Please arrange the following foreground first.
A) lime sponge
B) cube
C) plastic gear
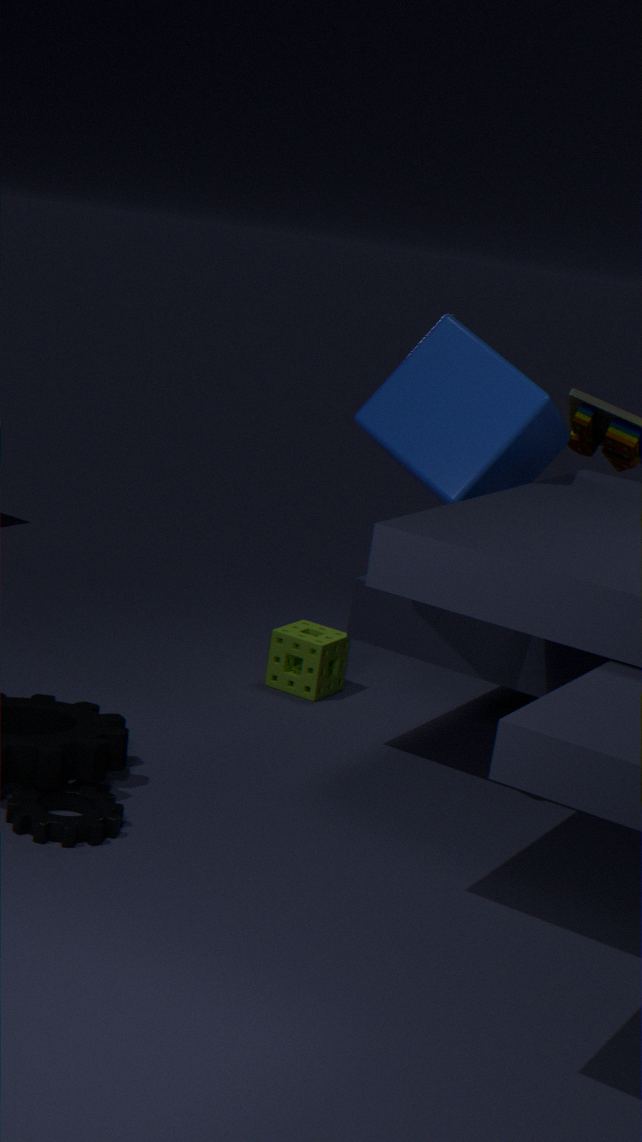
1. plastic gear
2. cube
3. lime sponge
